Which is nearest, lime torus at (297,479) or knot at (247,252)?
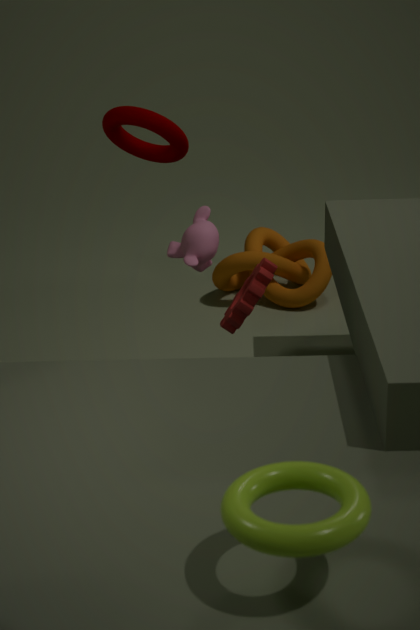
lime torus at (297,479)
